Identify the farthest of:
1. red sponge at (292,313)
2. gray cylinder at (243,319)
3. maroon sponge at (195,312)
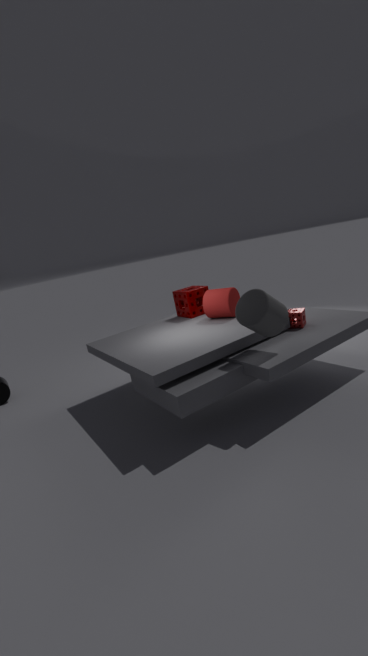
maroon sponge at (195,312)
